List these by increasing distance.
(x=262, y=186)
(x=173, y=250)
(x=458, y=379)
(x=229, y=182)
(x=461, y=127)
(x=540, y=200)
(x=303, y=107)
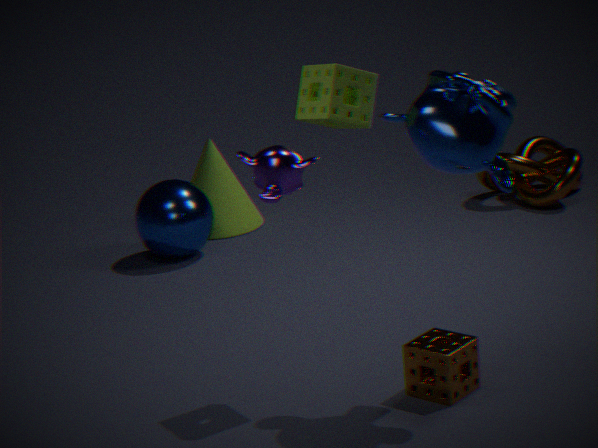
(x=461, y=127) → (x=262, y=186) → (x=458, y=379) → (x=303, y=107) → (x=173, y=250) → (x=540, y=200) → (x=229, y=182)
